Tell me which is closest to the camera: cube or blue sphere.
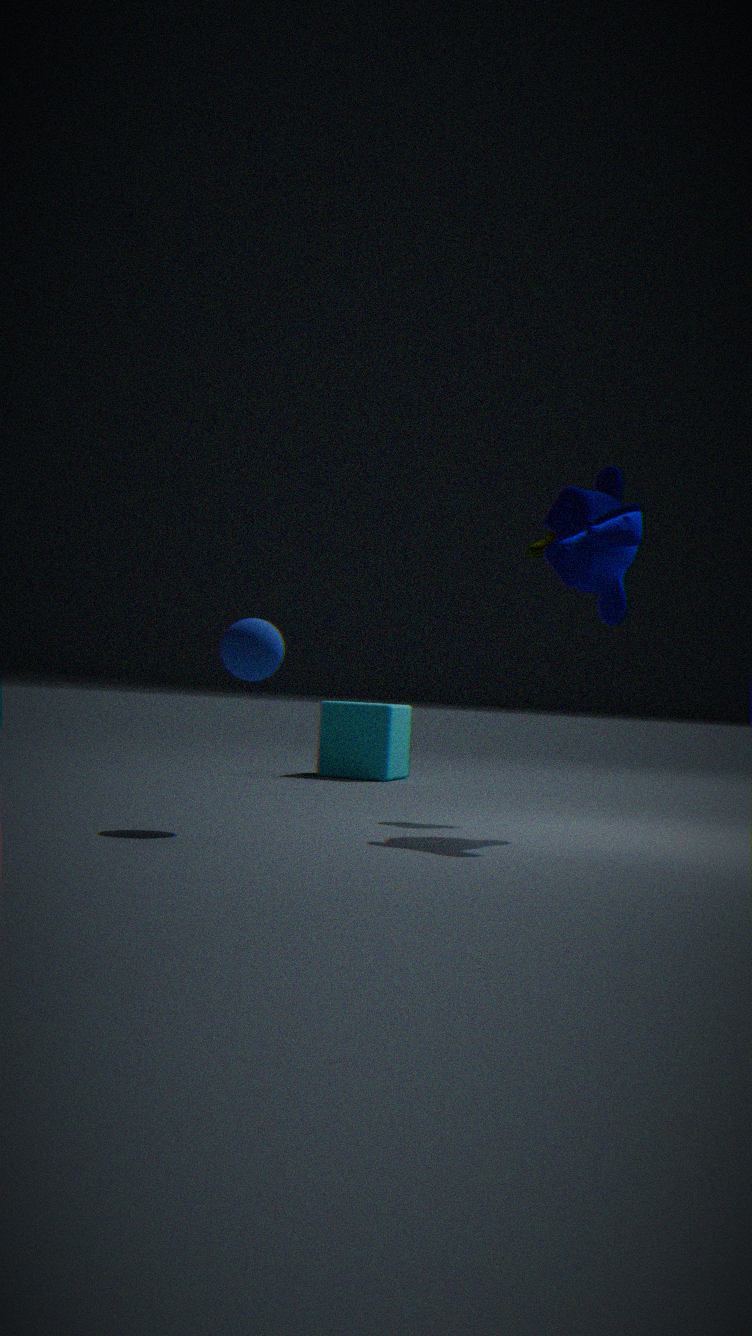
blue sphere
